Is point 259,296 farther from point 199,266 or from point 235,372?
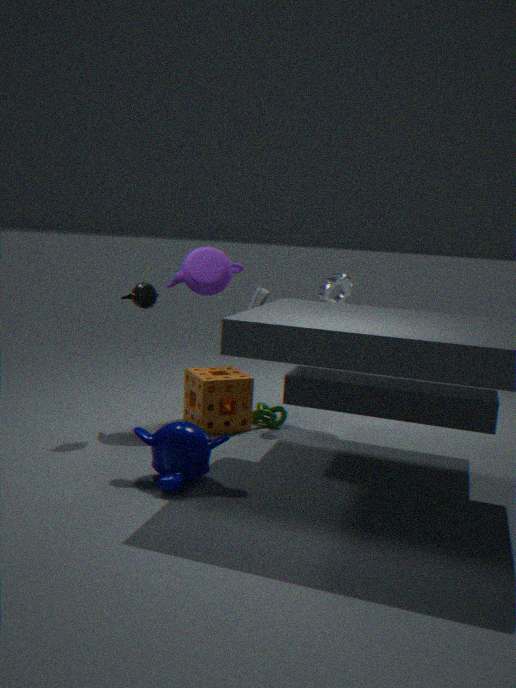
point 235,372
